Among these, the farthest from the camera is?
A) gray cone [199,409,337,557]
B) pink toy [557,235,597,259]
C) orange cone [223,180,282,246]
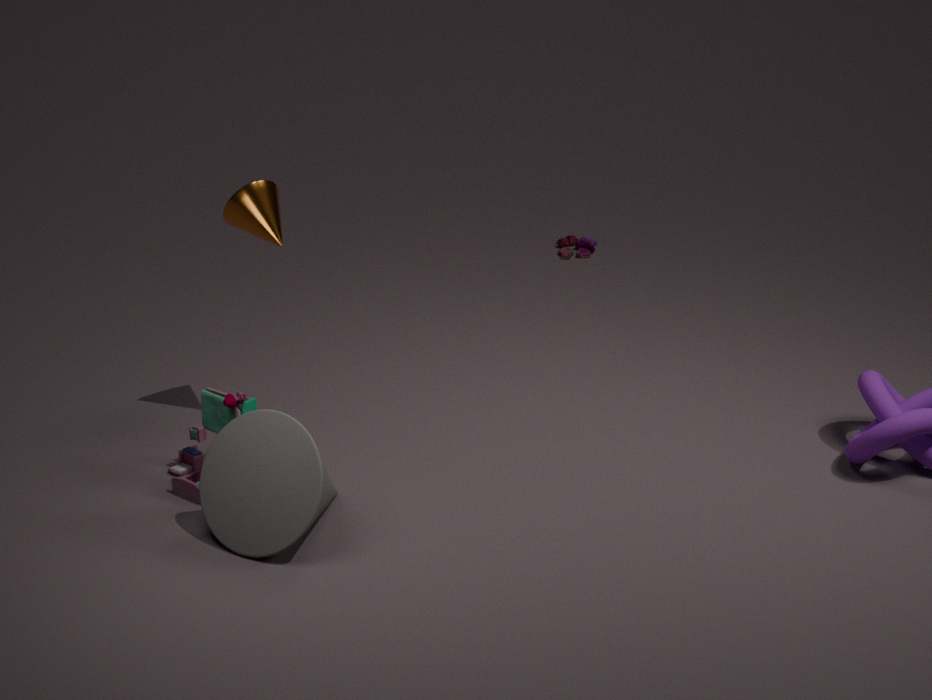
pink toy [557,235,597,259]
